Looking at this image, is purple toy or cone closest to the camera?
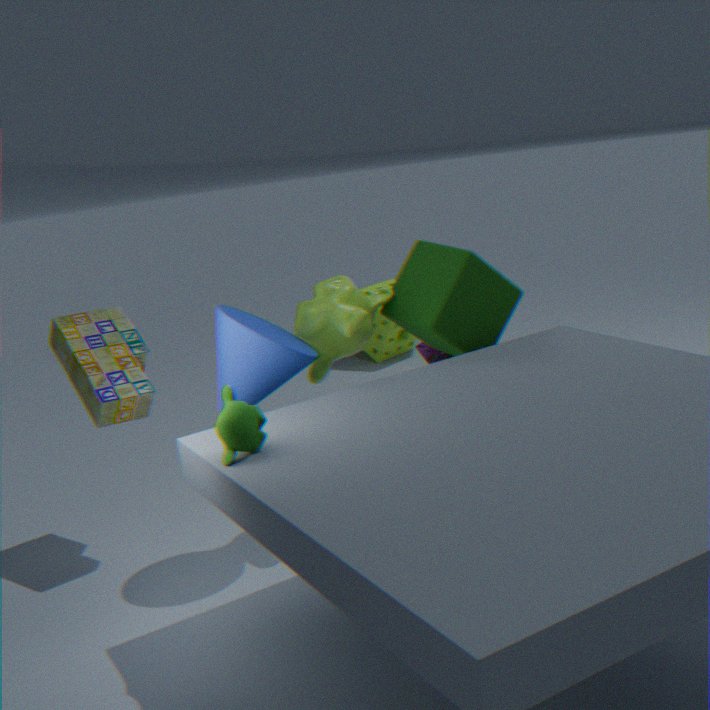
cone
